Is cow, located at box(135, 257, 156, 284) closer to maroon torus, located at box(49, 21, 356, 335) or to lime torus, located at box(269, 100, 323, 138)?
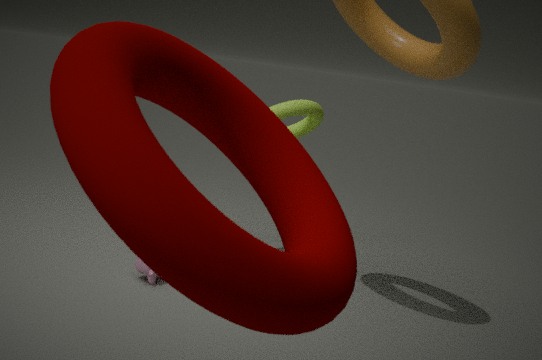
lime torus, located at box(269, 100, 323, 138)
